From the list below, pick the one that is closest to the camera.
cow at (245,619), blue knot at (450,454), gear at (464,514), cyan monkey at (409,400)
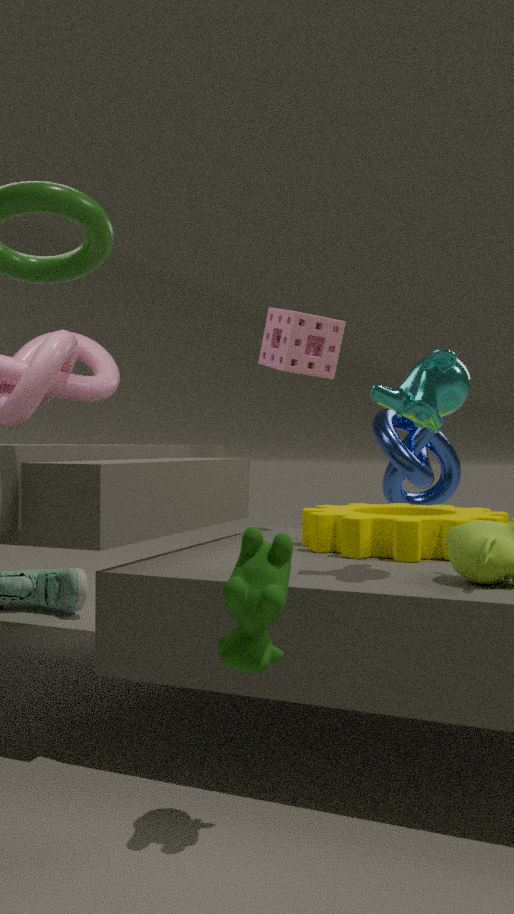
cow at (245,619)
